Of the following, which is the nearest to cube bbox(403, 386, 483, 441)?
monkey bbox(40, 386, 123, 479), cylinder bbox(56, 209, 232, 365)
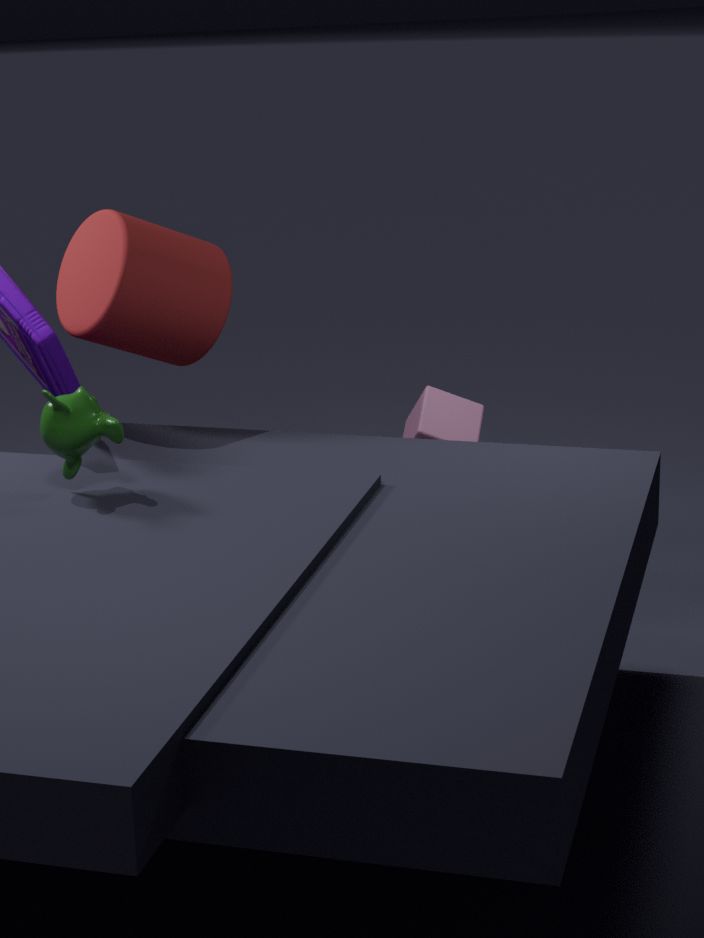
cylinder bbox(56, 209, 232, 365)
